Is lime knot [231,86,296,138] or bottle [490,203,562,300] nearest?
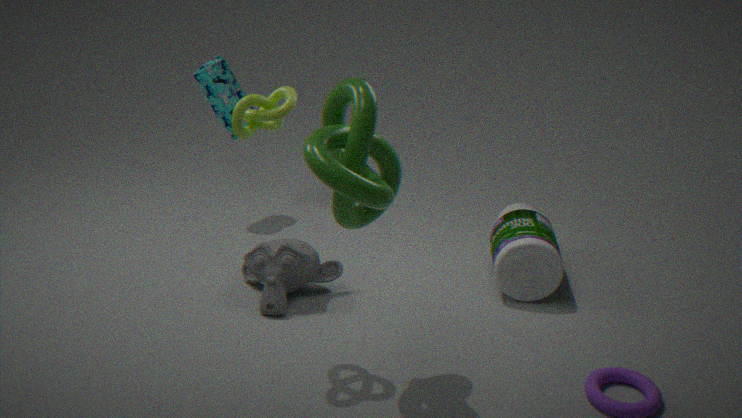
lime knot [231,86,296,138]
